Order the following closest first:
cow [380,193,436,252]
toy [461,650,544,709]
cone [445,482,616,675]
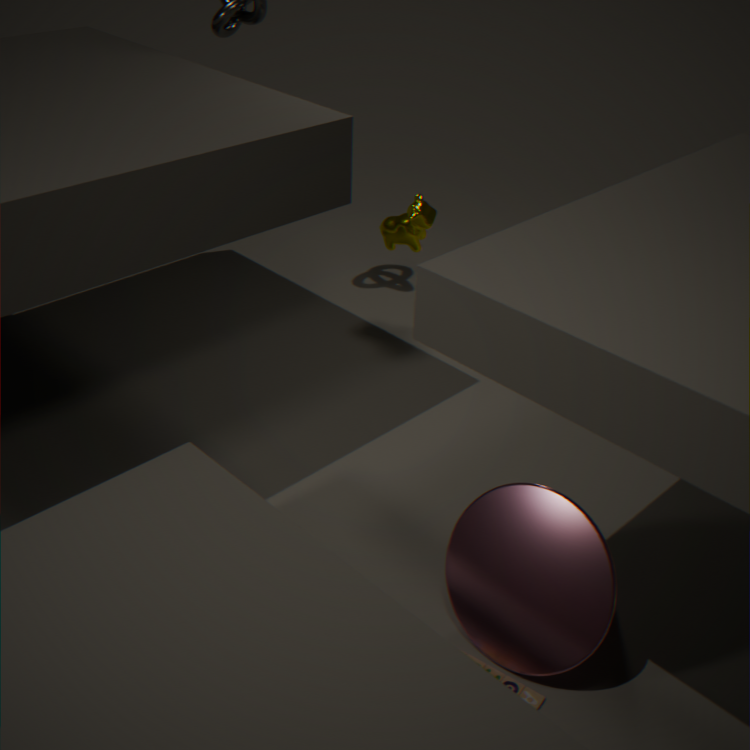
cone [445,482,616,675]
toy [461,650,544,709]
cow [380,193,436,252]
